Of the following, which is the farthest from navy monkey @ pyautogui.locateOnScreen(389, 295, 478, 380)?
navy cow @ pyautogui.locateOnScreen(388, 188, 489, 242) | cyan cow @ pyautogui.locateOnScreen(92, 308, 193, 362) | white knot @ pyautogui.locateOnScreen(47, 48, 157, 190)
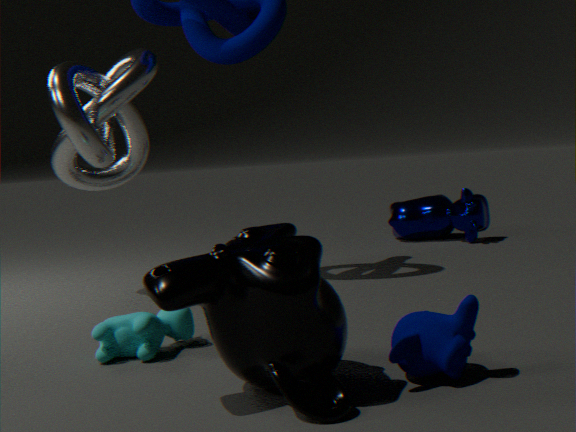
navy cow @ pyautogui.locateOnScreen(388, 188, 489, 242)
